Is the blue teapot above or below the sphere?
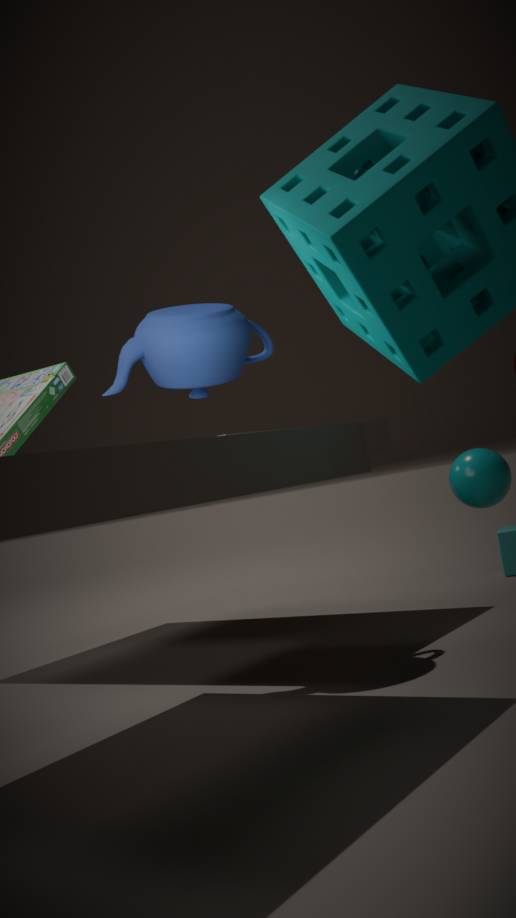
above
